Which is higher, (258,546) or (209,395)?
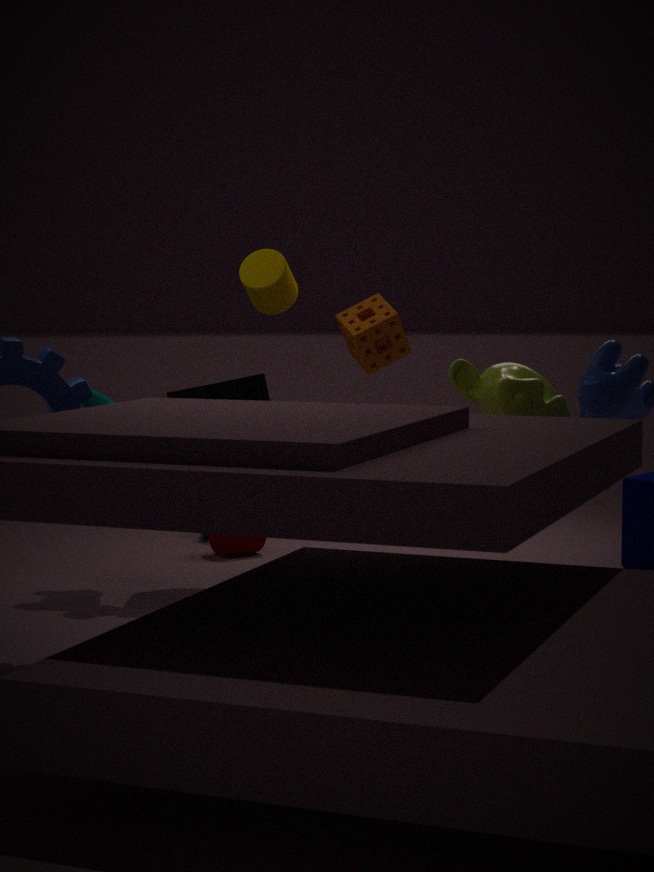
(209,395)
